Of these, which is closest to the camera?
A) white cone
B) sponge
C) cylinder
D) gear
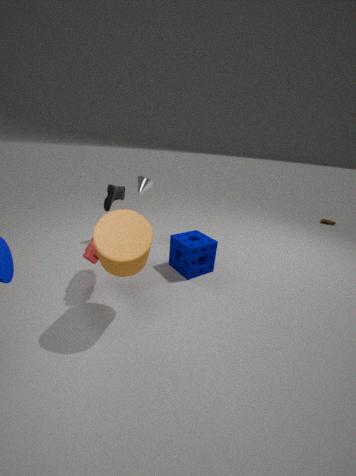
cylinder
